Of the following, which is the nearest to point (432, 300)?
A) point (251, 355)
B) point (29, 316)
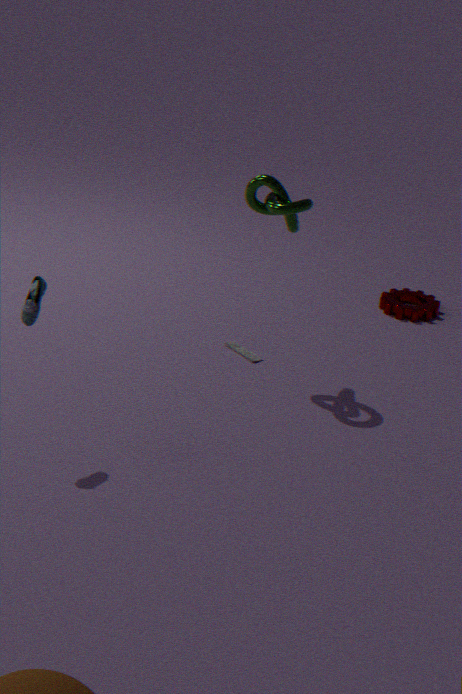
point (251, 355)
